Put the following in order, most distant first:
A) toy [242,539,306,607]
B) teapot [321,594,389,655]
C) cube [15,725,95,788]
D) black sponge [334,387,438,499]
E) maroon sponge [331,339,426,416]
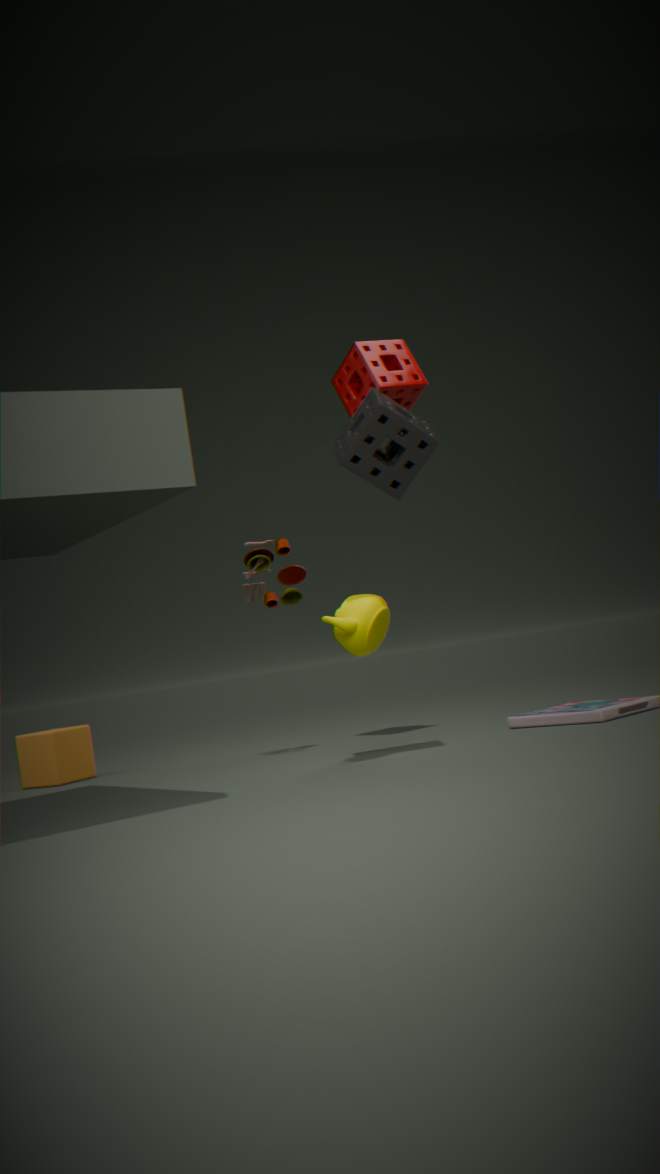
cube [15,725,95,788]
toy [242,539,306,607]
maroon sponge [331,339,426,416]
teapot [321,594,389,655]
black sponge [334,387,438,499]
